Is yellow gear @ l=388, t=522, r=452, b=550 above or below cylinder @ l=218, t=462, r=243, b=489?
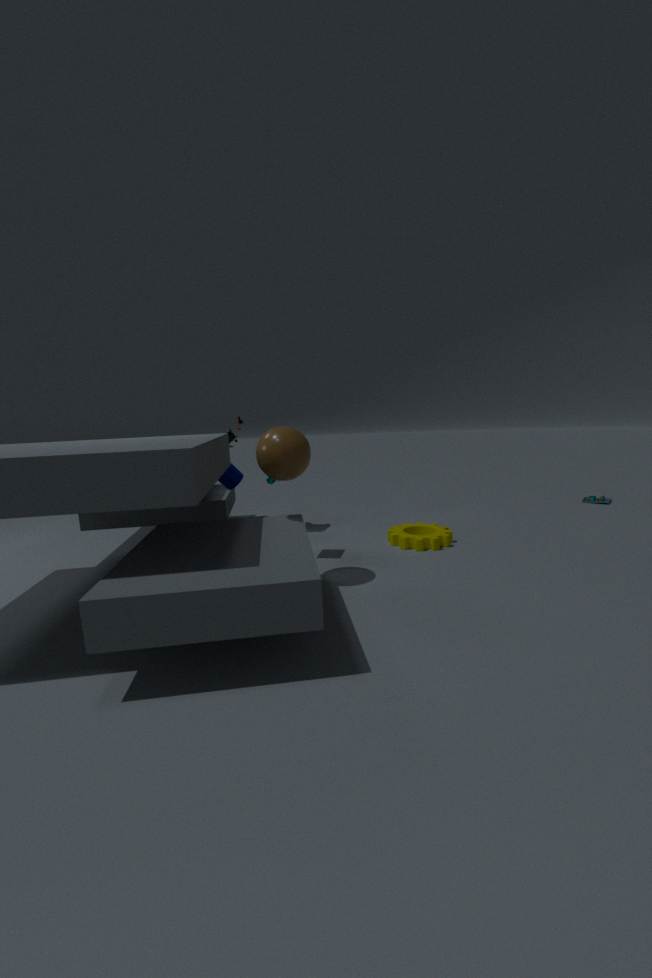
below
